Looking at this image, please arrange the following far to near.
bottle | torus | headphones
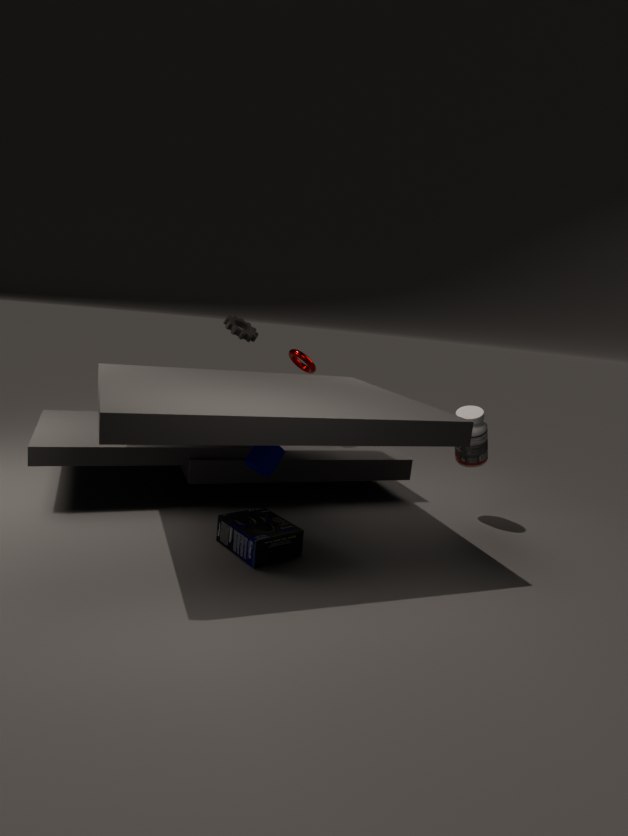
1. torus
2. bottle
3. headphones
